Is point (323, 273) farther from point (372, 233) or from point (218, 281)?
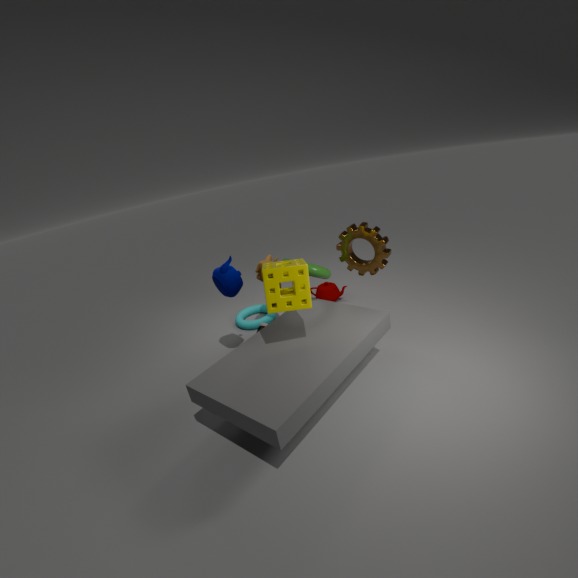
point (218, 281)
